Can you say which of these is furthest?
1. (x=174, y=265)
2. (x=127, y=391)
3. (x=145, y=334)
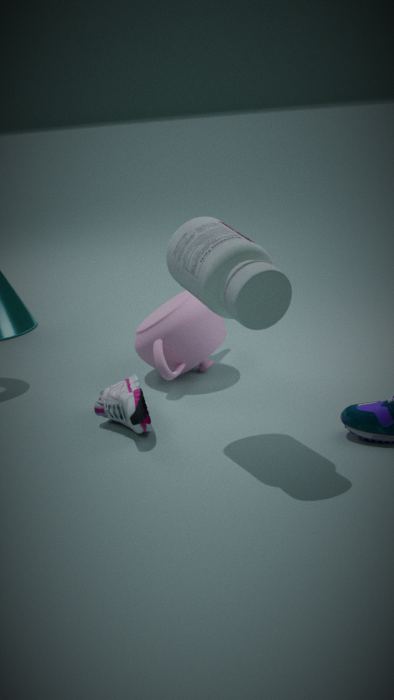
(x=145, y=334)
